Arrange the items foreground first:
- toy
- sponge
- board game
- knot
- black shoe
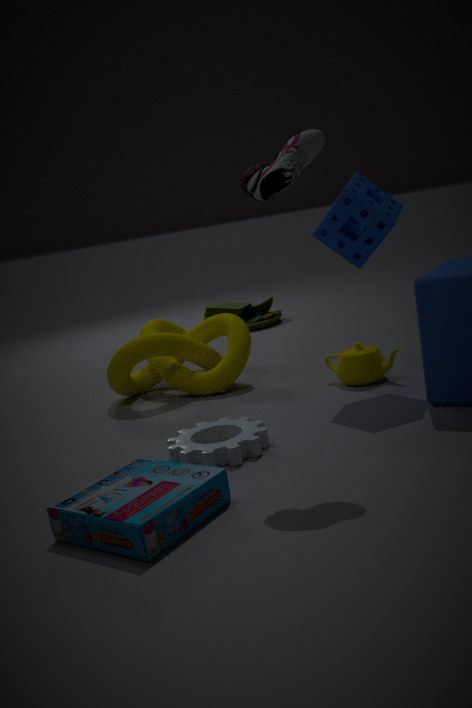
board game
black shoe
sponge
knot
toy
